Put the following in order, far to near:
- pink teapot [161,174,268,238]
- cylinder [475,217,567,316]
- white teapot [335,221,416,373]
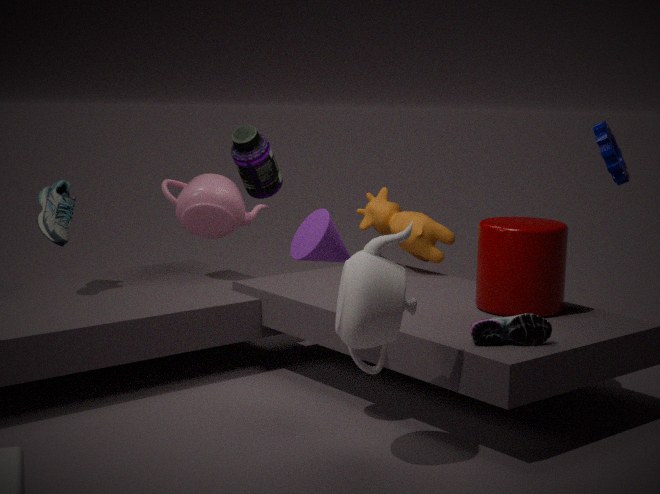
1. pink teapot [161,174,268,238]
2. cylinder [475,217,567,316]
3. white teapot [335,221,416,373]
